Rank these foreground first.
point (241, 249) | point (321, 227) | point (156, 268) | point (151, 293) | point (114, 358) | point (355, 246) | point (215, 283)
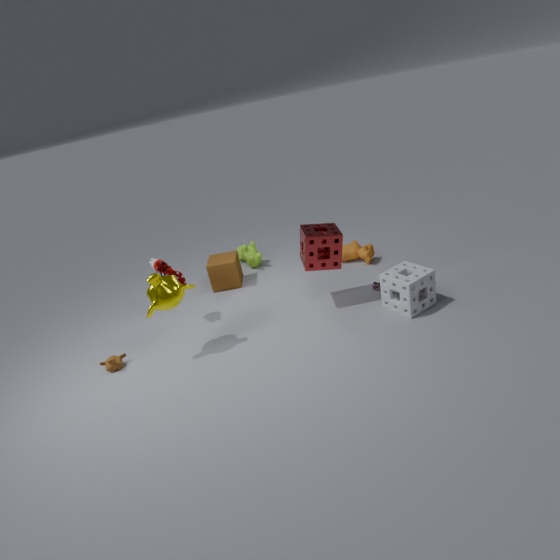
point (151, 293) → point (114, 358) → point (321, 227) → point (156, 268) → point (215, 283) → point (355, 246) → point (241, 249)
